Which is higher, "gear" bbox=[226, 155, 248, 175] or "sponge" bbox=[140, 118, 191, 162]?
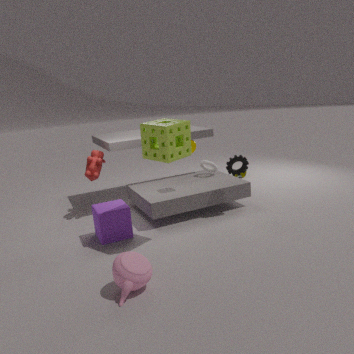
"sponge" bbox=[140, 118, 191, 162]
